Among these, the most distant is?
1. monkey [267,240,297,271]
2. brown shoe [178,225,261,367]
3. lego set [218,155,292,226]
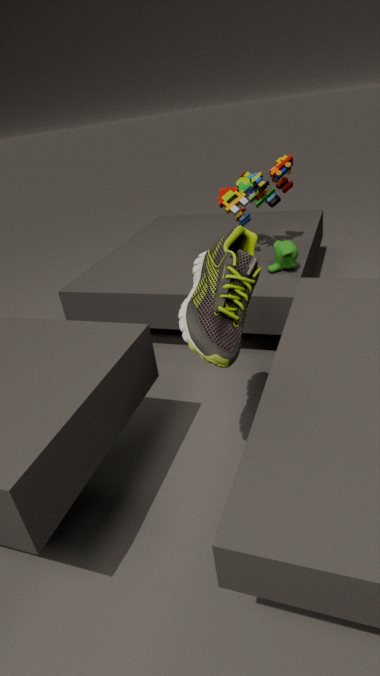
lego set [218,155,292,226]
